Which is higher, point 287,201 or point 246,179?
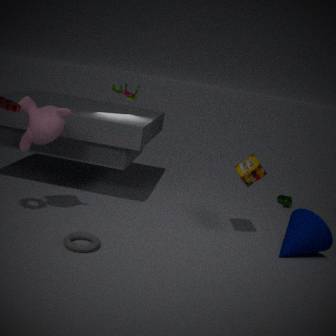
point 246,179
